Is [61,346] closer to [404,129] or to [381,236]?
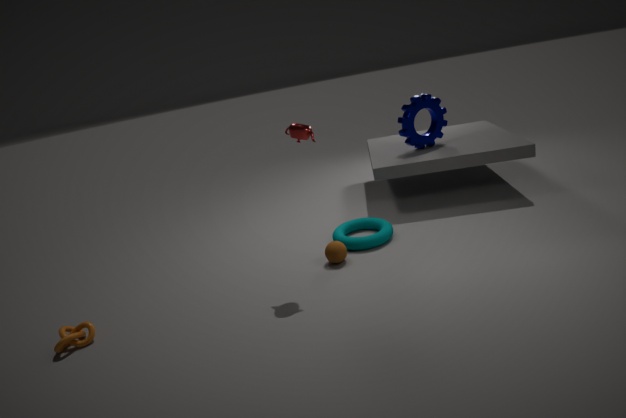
[381,236]
